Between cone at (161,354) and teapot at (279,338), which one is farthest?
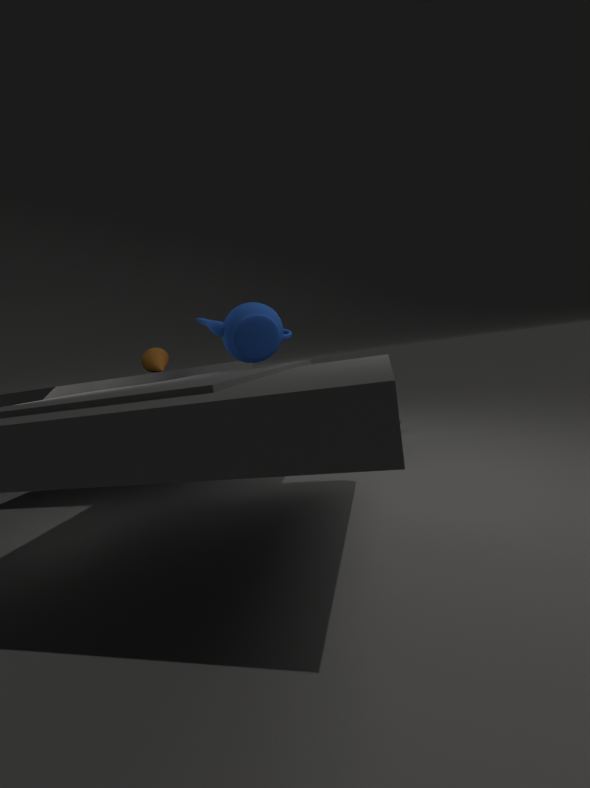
cone at (161,354)
